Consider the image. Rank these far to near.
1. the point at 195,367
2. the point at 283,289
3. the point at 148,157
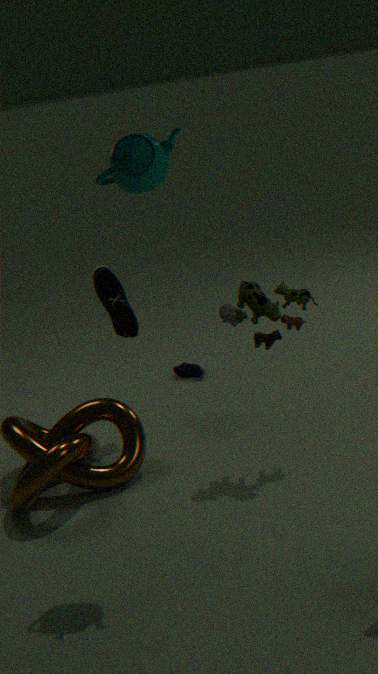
1. the point at 195,367
2. the point at 283,289
3. the point at 148,157
